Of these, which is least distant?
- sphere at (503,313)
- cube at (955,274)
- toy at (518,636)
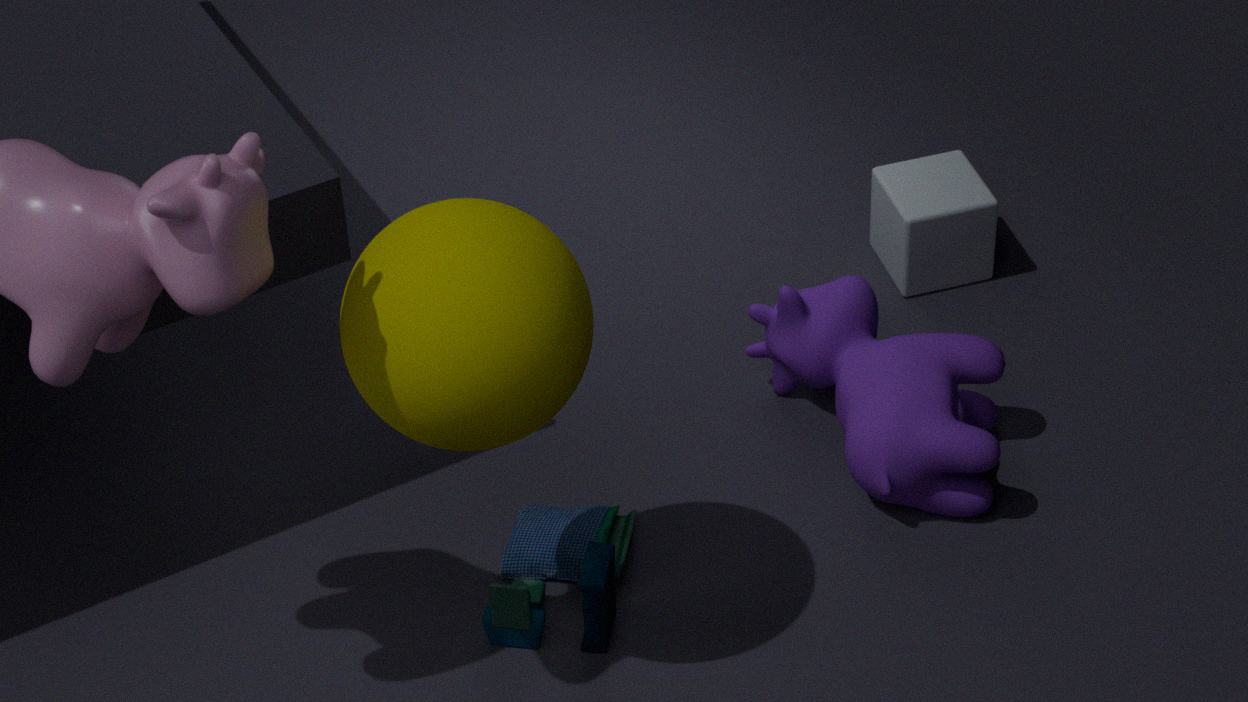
sphere at (503,313)
